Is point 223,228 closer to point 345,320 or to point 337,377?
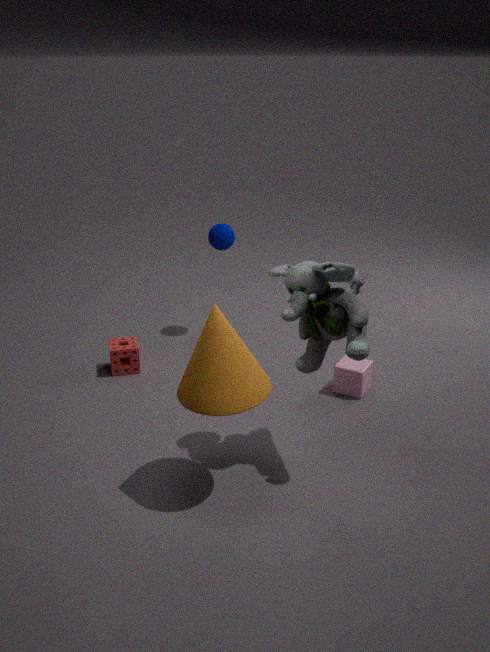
point 337,377
